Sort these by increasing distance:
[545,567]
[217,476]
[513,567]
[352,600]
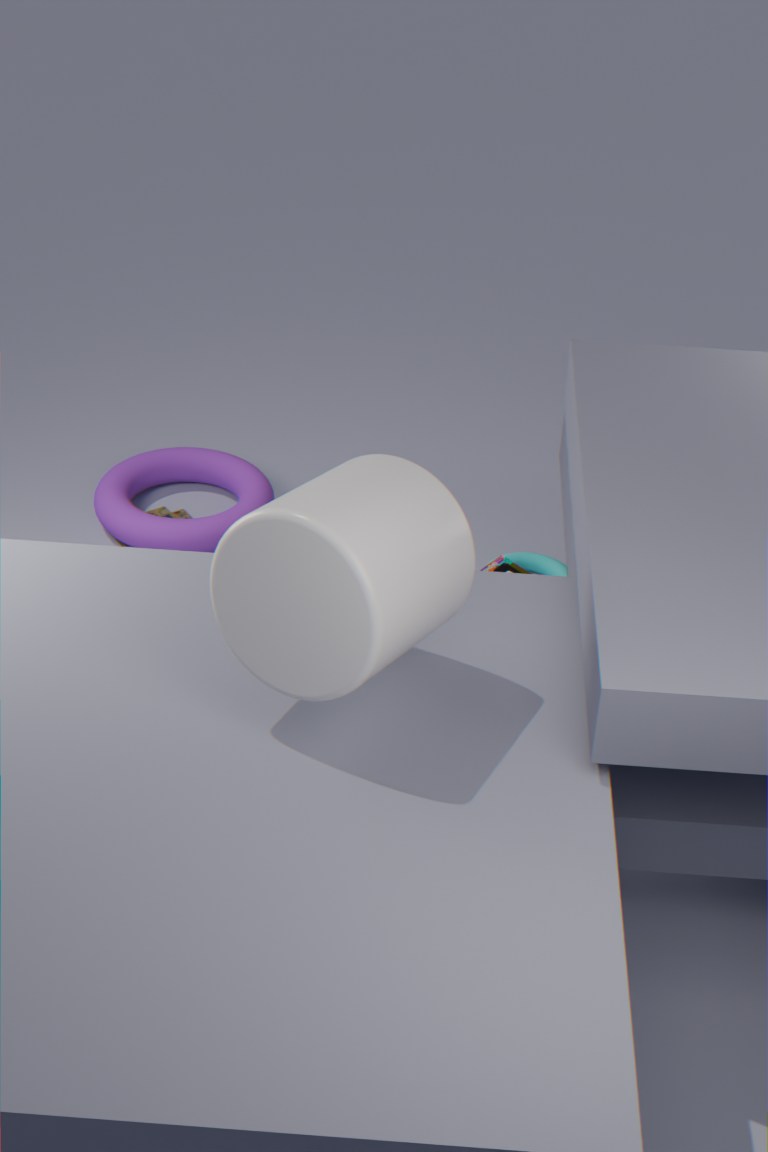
[352,600], [513,567], [545,567], [217,476]
